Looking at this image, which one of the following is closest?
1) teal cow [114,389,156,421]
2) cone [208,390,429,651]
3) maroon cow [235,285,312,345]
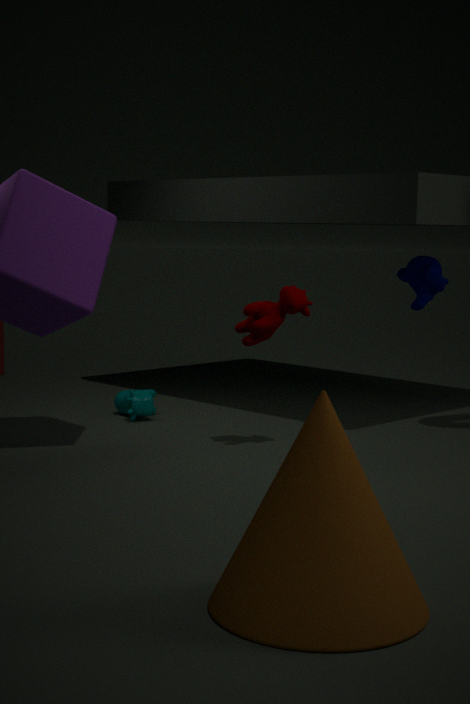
2. cone [208,390,429,651]
